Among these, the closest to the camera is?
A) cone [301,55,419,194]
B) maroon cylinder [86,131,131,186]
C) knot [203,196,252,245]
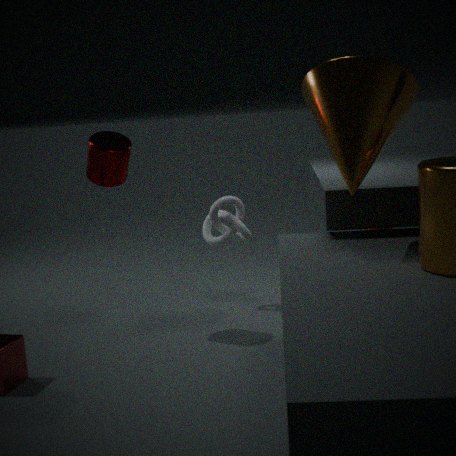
cone [301,55,419,194]
